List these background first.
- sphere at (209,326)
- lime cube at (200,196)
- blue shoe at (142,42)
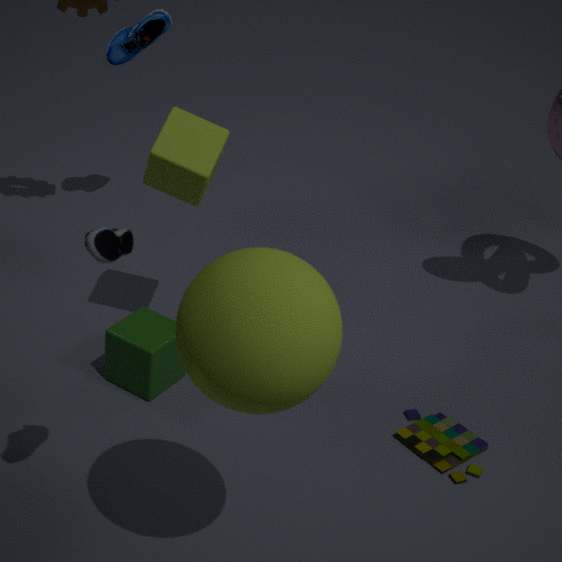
blue shoe at (142,42) < lime cube at (200,196) < sphere at (209,326)
